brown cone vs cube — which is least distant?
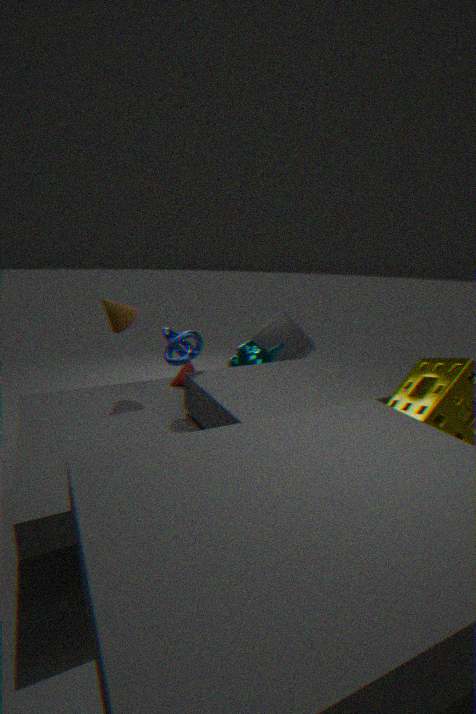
brown cone
